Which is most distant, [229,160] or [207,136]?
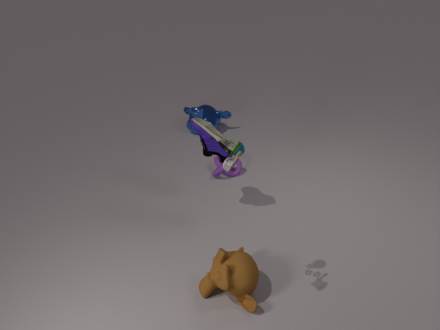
[207,136]
